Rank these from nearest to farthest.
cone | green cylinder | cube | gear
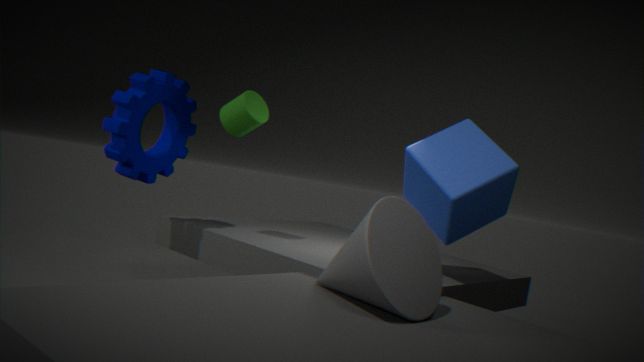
cone, cube, gear, green cylinder
